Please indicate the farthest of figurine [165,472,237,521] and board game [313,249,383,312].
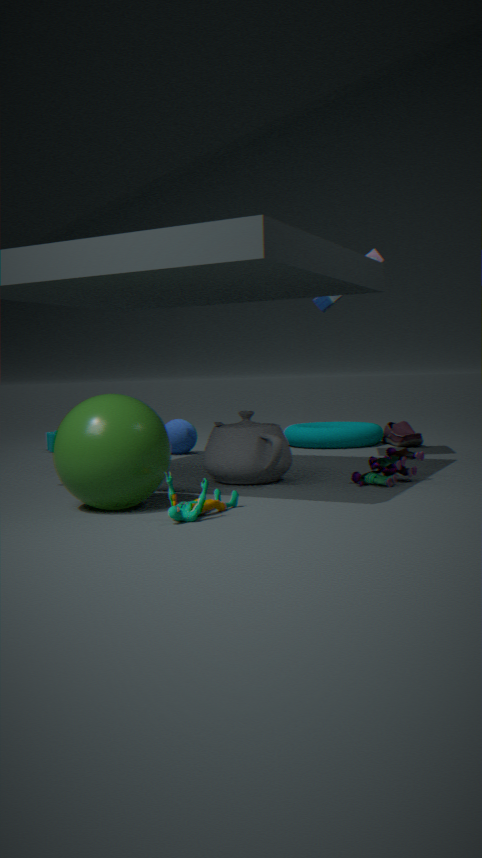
board game [313,249,383,312]
